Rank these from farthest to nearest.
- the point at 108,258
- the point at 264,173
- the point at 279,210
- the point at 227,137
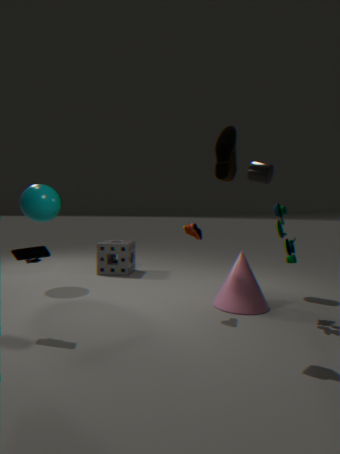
the point at 108,258 → the point at 264,173 → the point at 279,210 → the point at 227,137
